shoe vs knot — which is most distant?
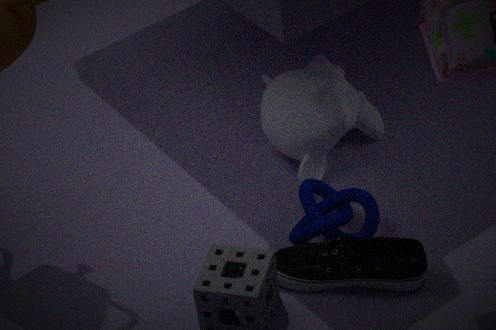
knot
